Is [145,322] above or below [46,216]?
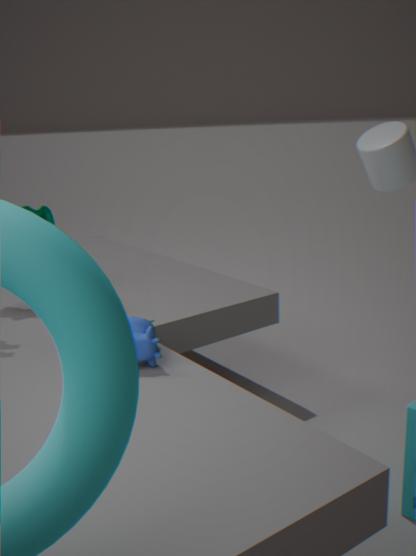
below
